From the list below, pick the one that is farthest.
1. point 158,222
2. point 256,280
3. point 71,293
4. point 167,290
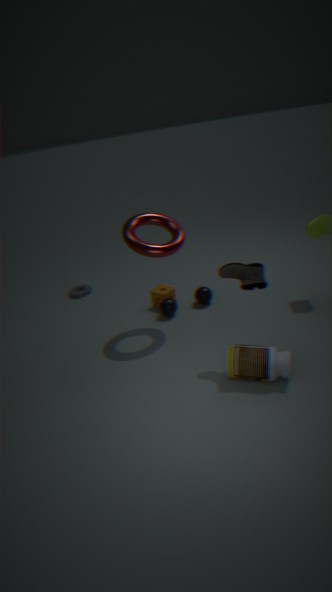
point 71,293
